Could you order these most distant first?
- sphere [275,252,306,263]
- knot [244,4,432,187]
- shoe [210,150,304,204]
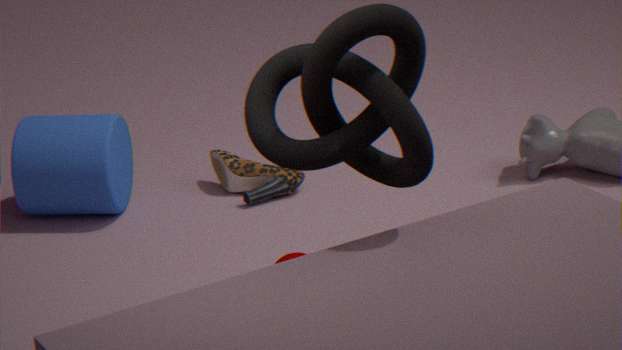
shoe [210,150,304,204], sphere [275,252,306,263], knot [244,4,432,187]
